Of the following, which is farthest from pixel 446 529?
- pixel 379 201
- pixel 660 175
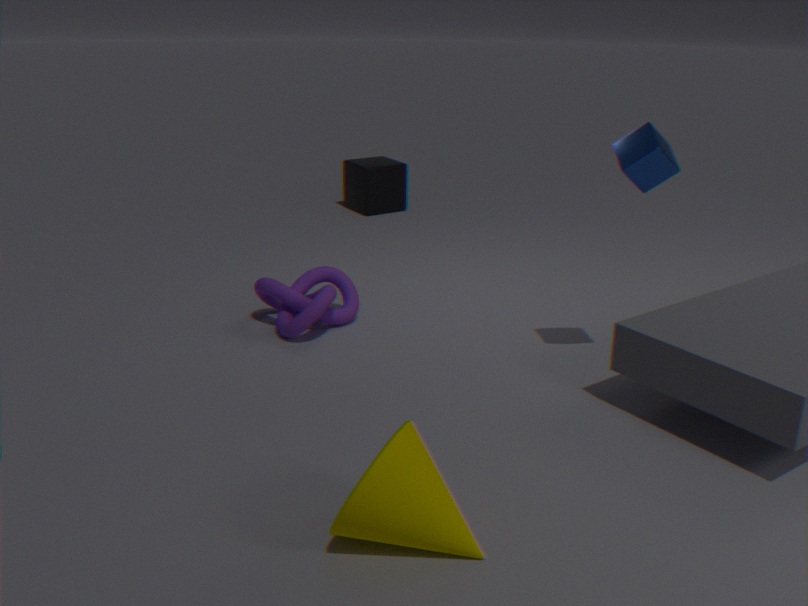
pixel 379 201
